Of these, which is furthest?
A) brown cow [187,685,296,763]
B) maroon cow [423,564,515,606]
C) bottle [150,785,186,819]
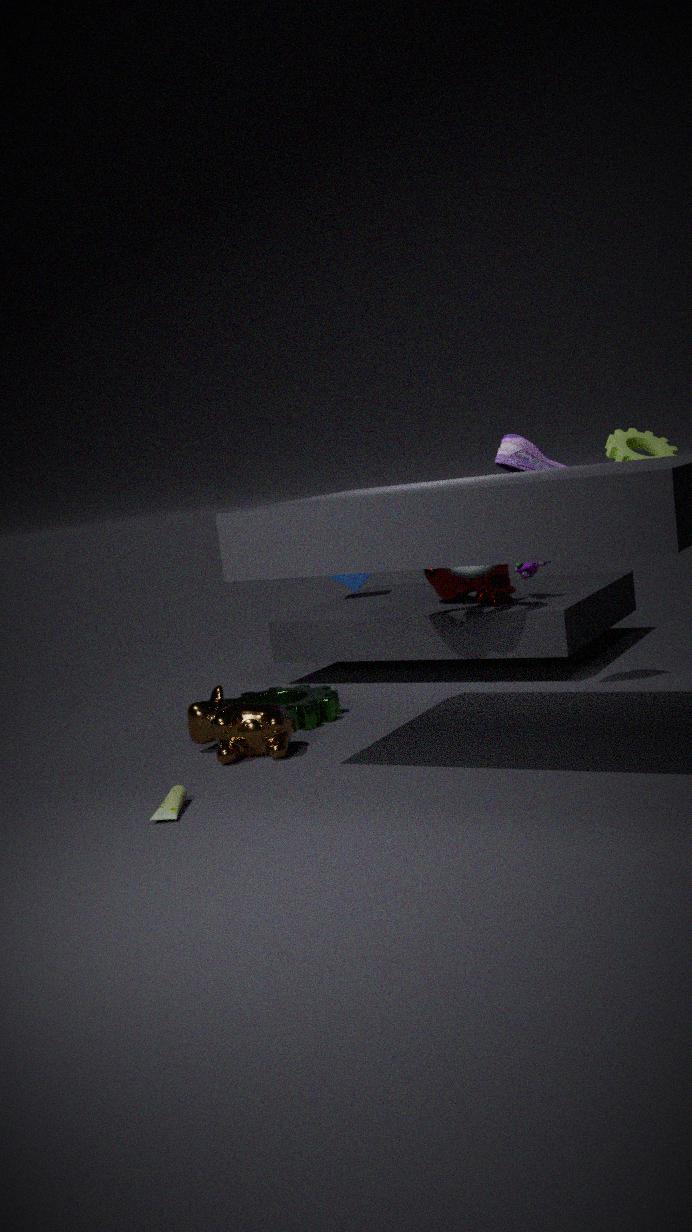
maroon cow [423,564,515,606]
